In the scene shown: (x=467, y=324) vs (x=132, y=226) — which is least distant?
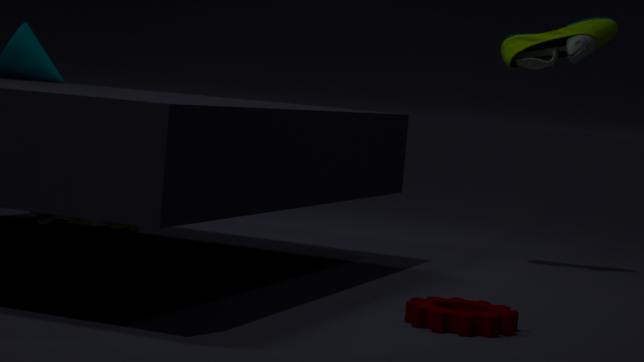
(x=467, y=324)
